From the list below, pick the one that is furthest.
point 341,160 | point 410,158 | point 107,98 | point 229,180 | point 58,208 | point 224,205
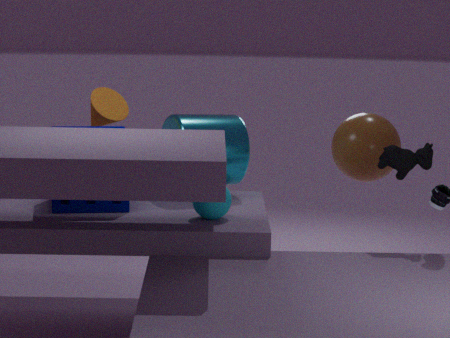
point 341,160
